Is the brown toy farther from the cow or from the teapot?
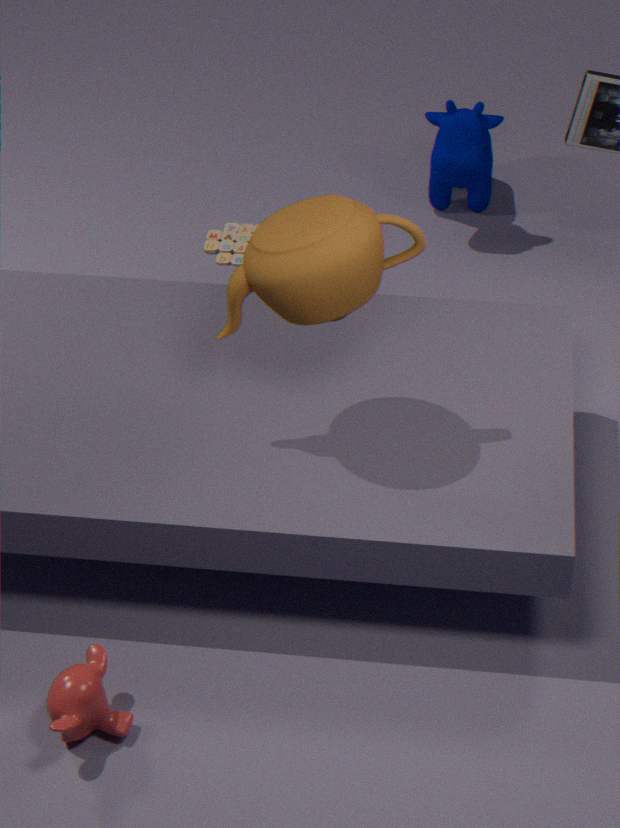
the teapot
